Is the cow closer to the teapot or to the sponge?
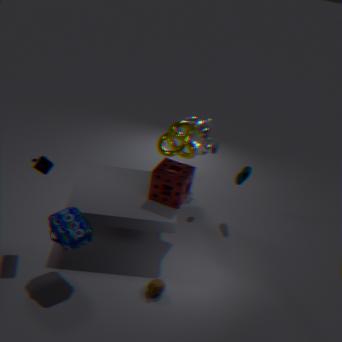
the sponge
